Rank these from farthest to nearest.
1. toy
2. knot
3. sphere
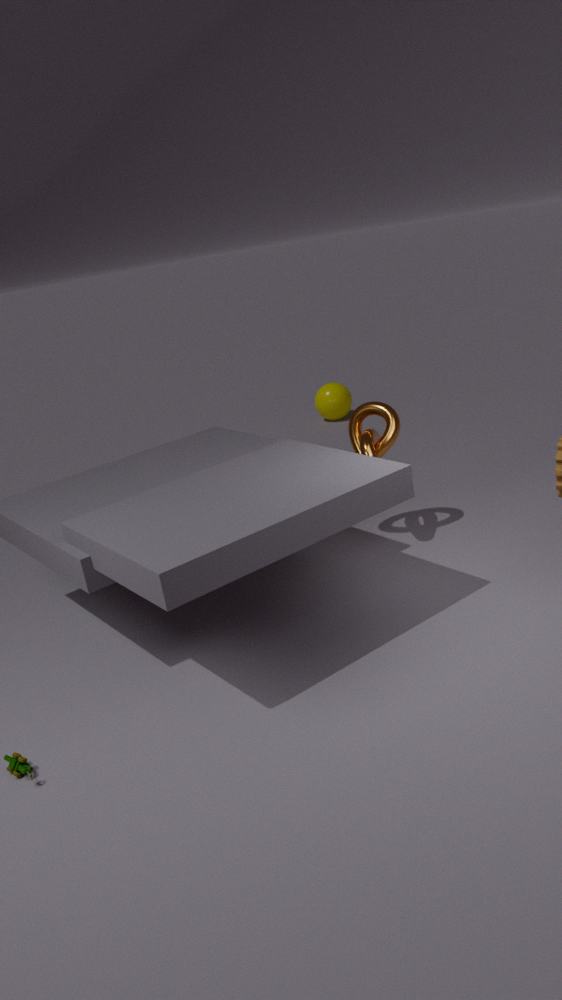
1. sphere
2. knot
3. toy
